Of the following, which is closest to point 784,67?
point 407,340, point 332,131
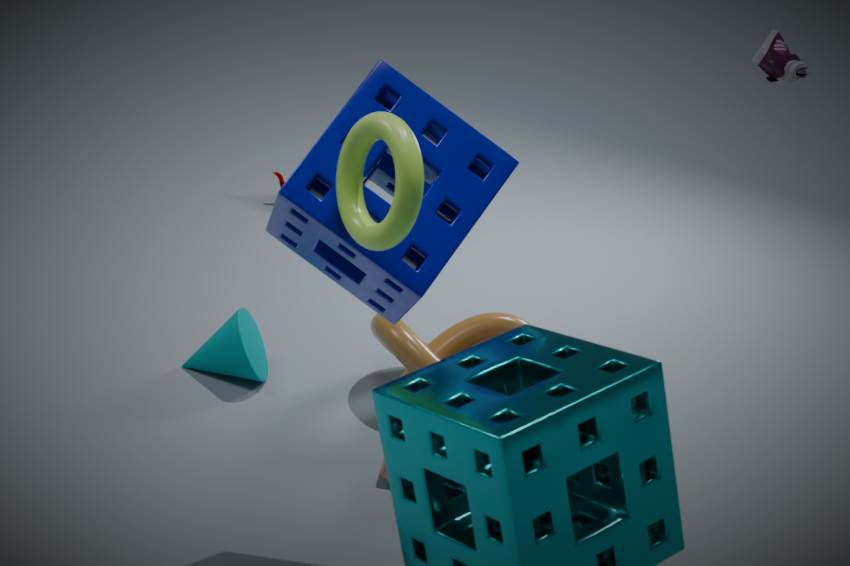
point 332,131
